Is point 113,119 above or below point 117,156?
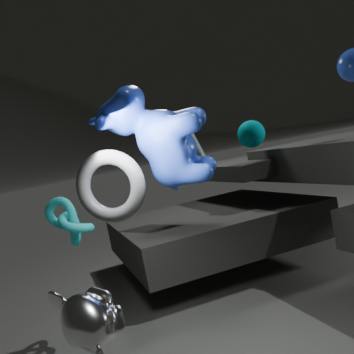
above
